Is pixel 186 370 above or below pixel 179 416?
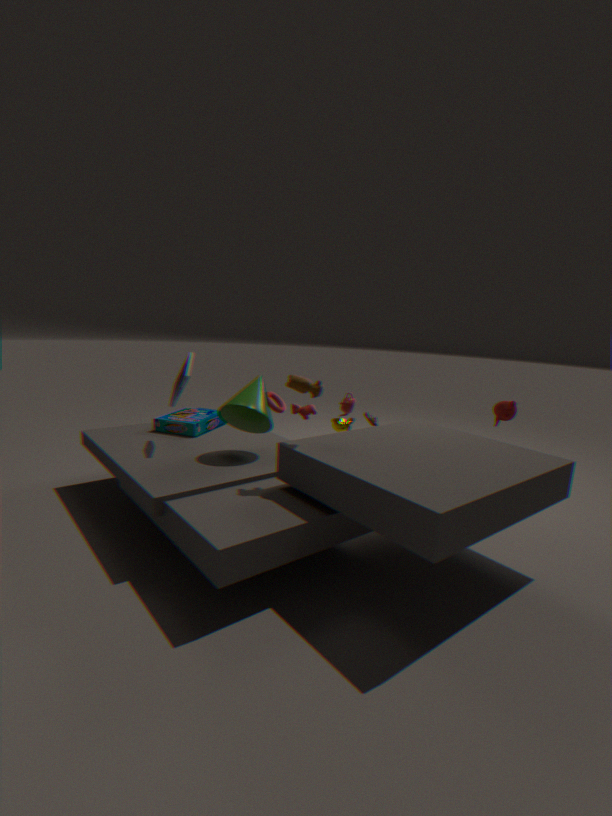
above
